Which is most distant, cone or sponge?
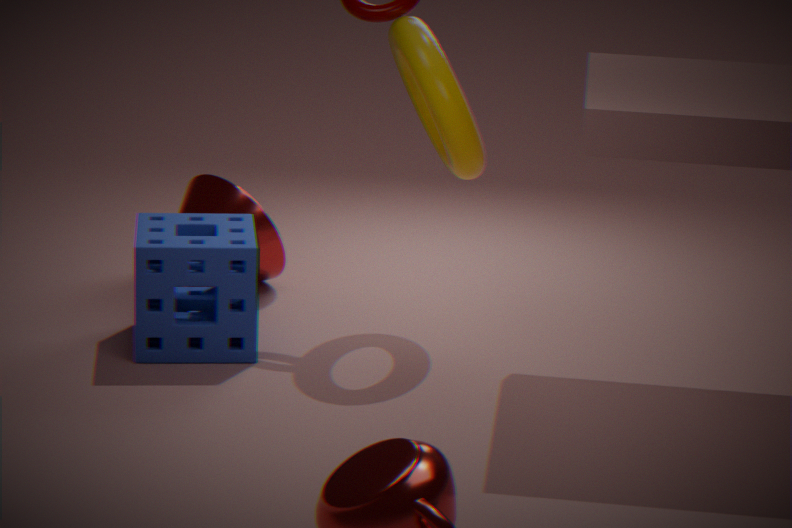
cone
